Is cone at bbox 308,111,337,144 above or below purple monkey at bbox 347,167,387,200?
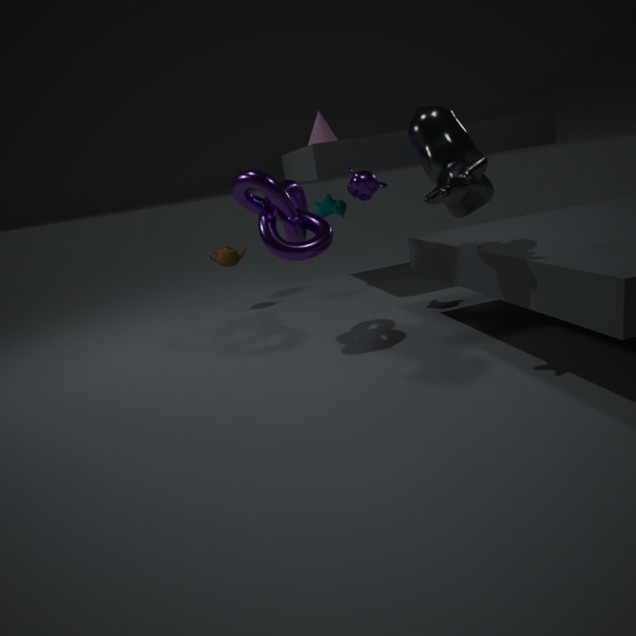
above
